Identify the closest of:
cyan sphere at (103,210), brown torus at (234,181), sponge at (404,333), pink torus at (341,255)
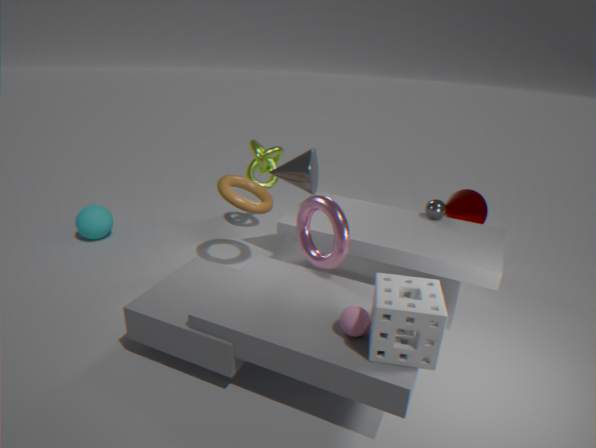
sponge at (404,333)
